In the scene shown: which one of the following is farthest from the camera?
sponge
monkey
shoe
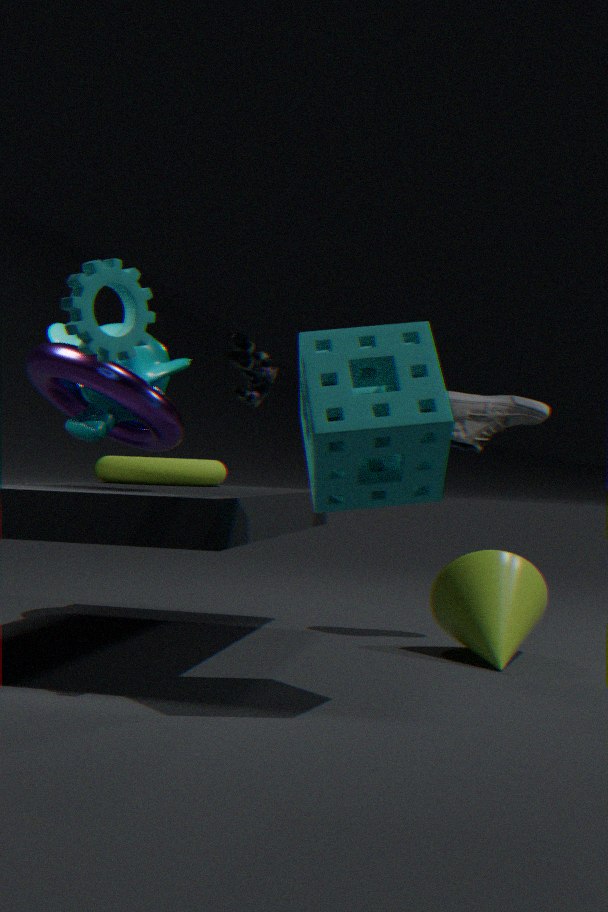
shoe
